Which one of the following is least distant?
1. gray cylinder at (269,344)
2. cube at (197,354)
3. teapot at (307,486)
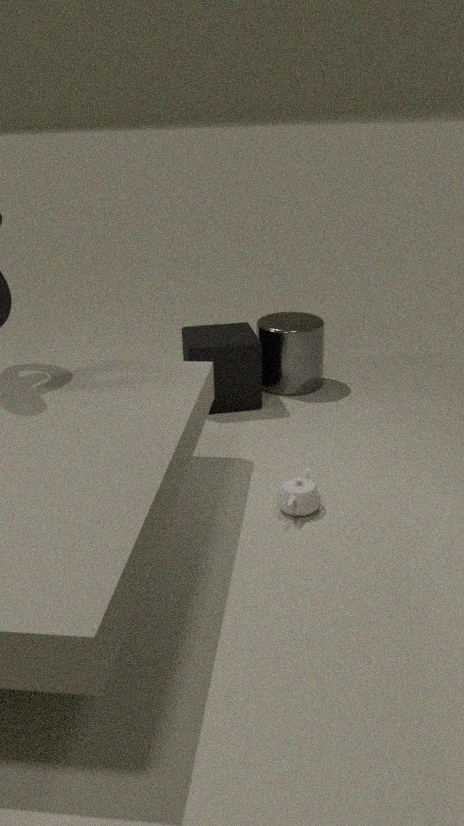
teapot at (307,486)
